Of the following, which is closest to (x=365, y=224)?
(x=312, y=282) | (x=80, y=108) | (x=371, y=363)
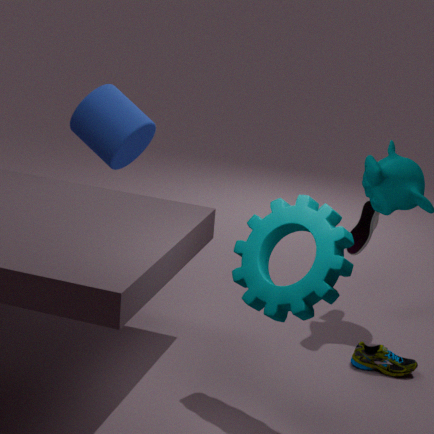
(x=371, y=363)
